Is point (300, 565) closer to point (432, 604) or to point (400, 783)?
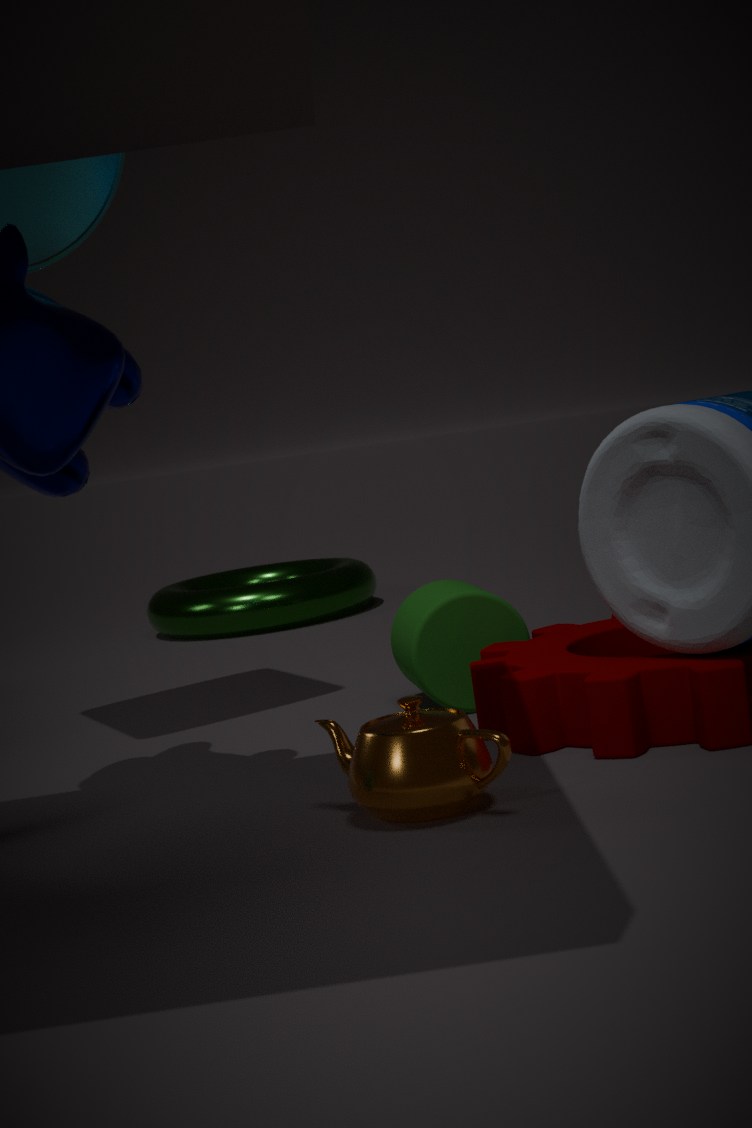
point (432, 604)
